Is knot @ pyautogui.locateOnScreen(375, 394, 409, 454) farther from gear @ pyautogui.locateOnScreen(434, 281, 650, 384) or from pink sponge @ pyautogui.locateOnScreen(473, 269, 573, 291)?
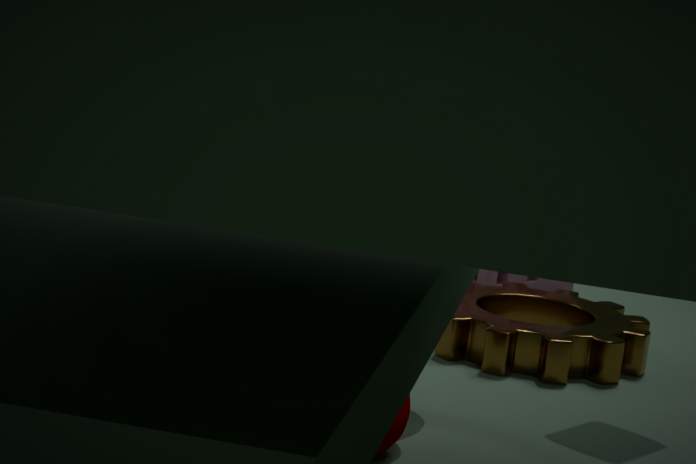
pink sponge @ pyautogui.locateOnScreen(473, 269, 573, 291)
